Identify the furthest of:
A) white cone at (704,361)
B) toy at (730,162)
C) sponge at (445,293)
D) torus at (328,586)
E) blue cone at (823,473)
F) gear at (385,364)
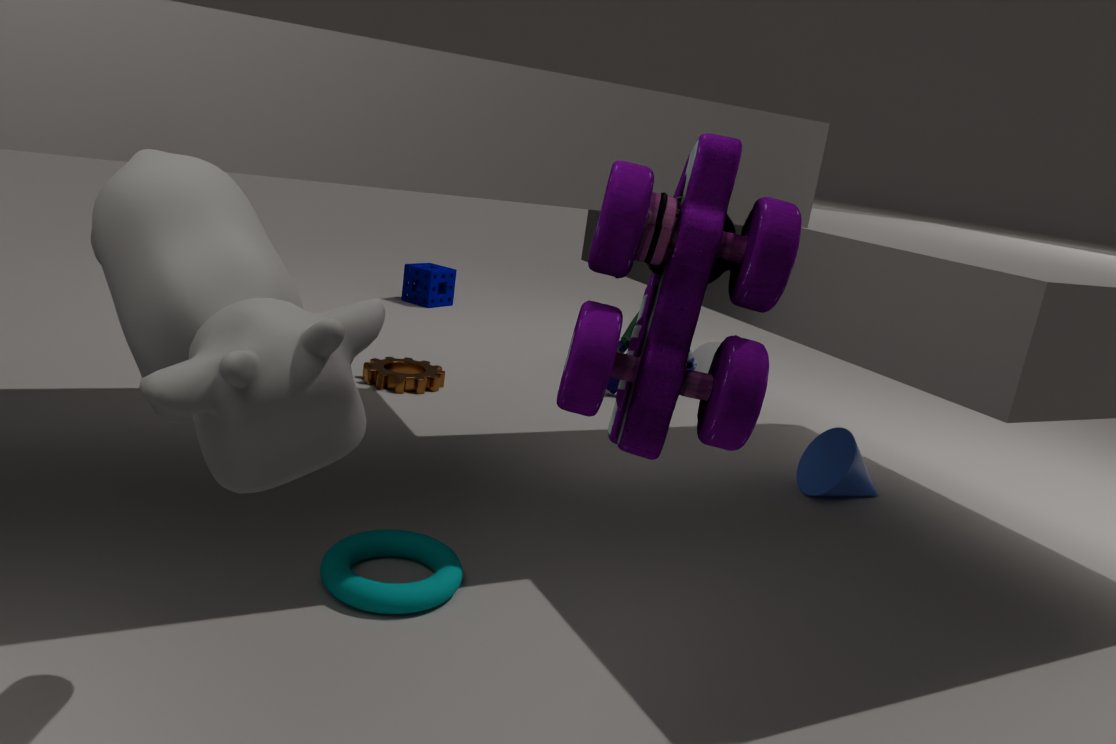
sponge at (445,293)
